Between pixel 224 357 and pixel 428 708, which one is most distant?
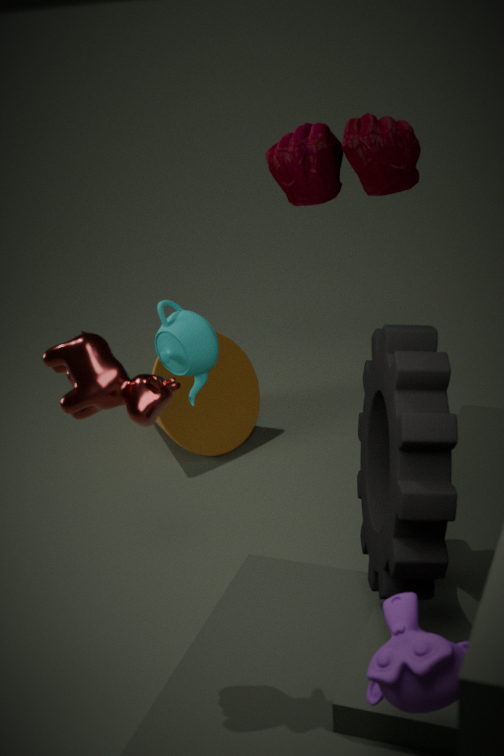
pixel 224 357
